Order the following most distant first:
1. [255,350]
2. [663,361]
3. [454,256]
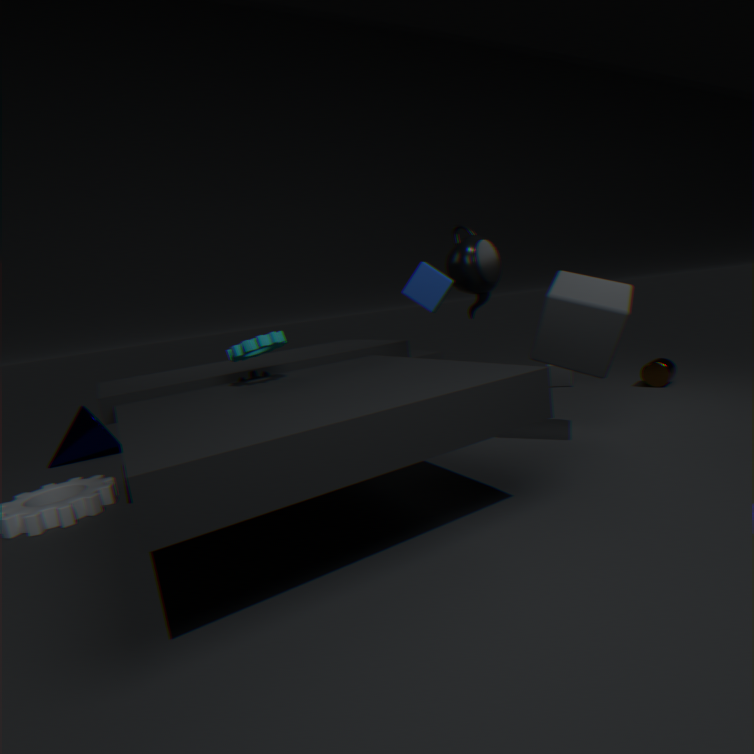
[663,361]
[454,256]
[255,350]
